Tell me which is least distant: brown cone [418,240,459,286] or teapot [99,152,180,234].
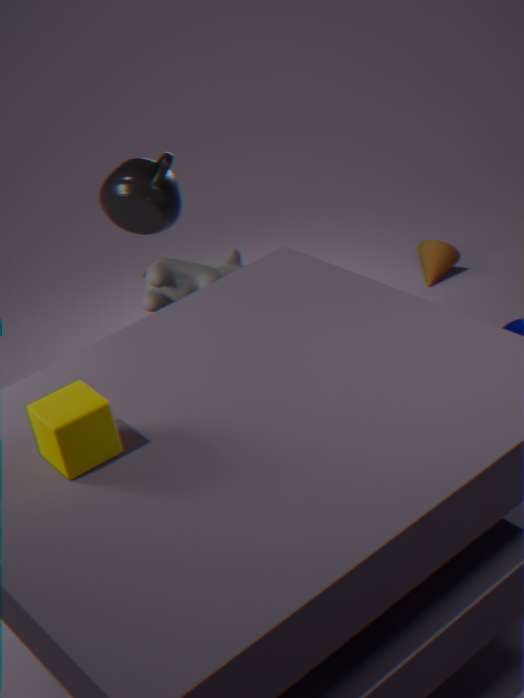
teapot [99,152,180,234]
